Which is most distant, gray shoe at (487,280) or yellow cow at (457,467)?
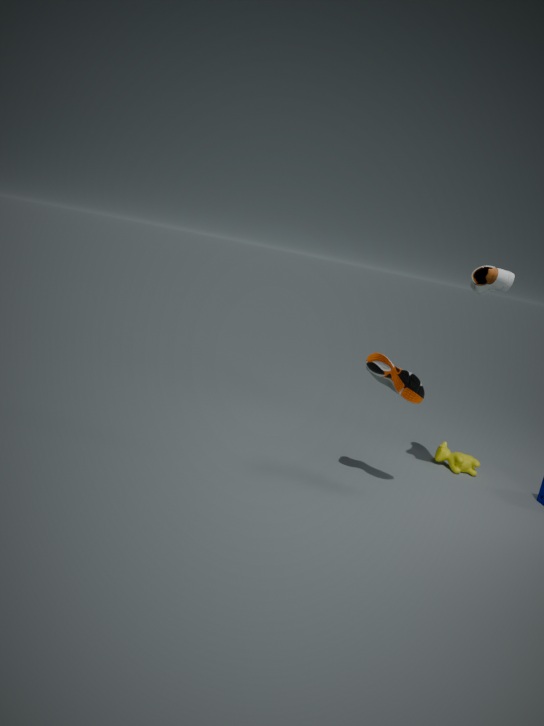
yellow cow at (457,467)
